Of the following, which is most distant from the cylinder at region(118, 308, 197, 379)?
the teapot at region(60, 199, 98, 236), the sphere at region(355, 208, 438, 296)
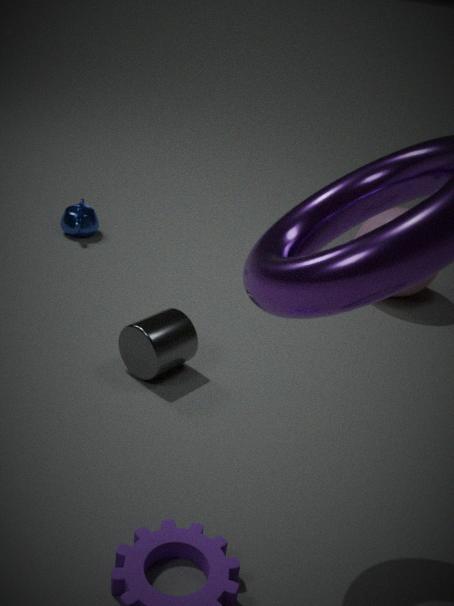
the sphere at region(355, 208, 438, 296)
